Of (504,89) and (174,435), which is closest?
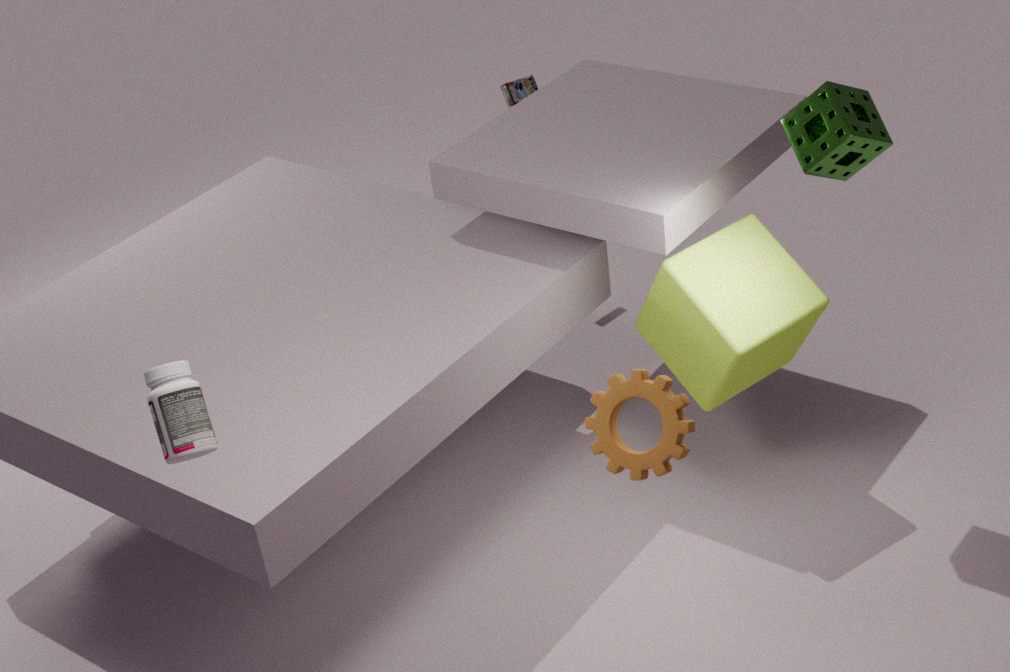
(174,435)
